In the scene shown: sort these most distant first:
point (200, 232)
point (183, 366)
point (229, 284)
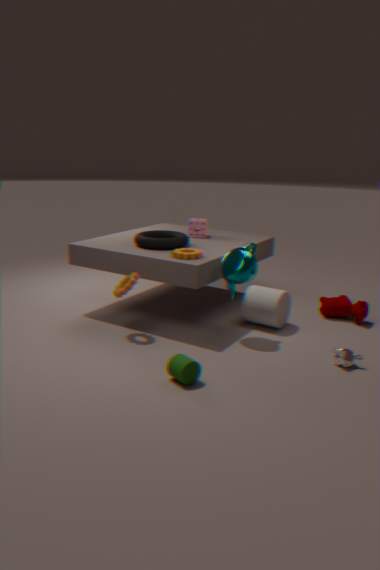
1. point (200, 232)
2. point (229, 284)
3. point (183, 366)
